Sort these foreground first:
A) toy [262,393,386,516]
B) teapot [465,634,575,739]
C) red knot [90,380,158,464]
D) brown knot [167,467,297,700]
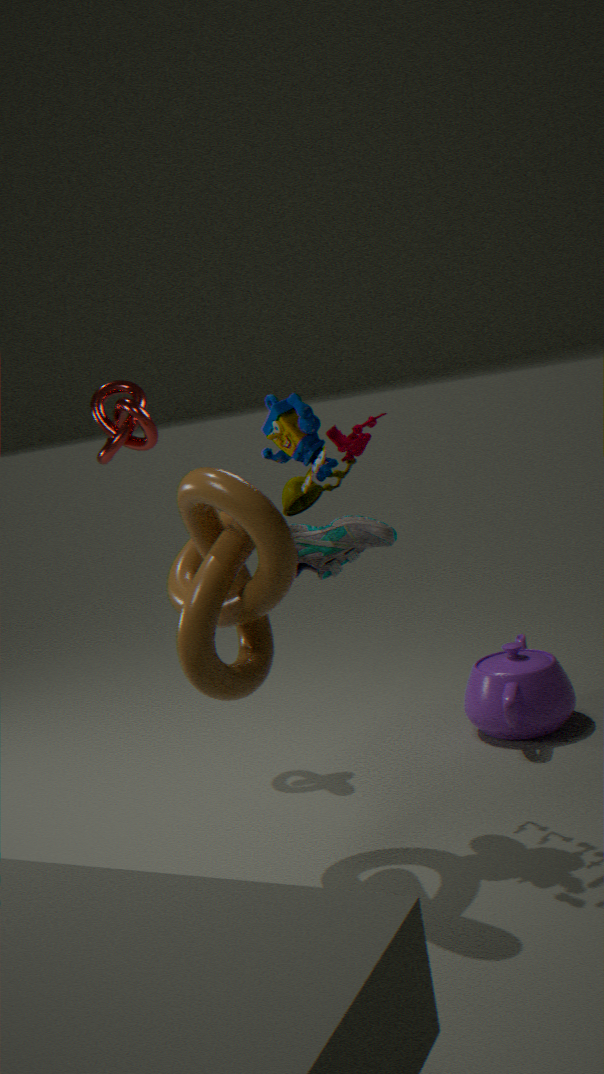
brown knot [167,467,297,700] < toy [262,393,386,516] < teapot [465,634,575,739] < red knot [90,380,158,464]
